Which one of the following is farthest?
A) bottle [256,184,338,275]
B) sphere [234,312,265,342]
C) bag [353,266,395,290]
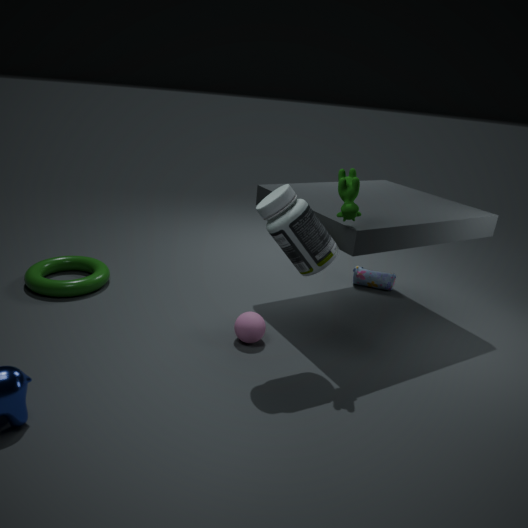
bag [353,266,395,290]
